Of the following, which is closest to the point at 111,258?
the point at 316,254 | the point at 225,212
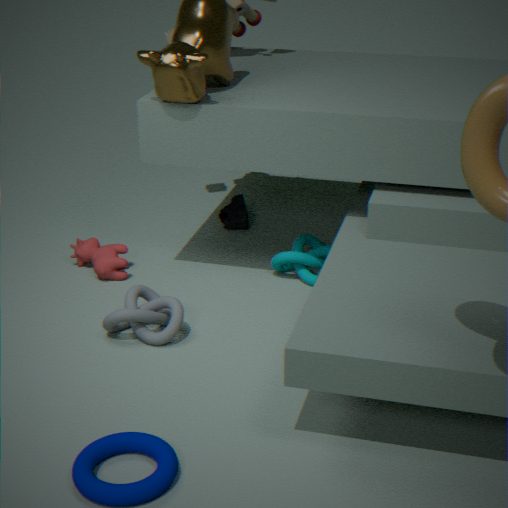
the point at 225,212
